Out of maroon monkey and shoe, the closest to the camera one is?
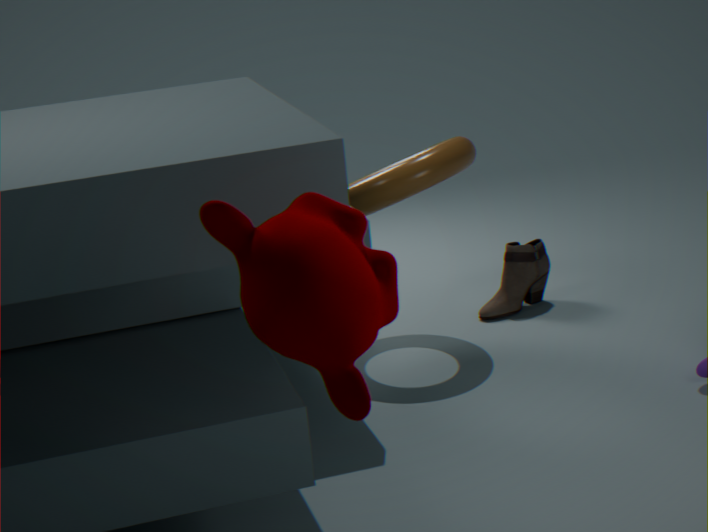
maroon monkey
